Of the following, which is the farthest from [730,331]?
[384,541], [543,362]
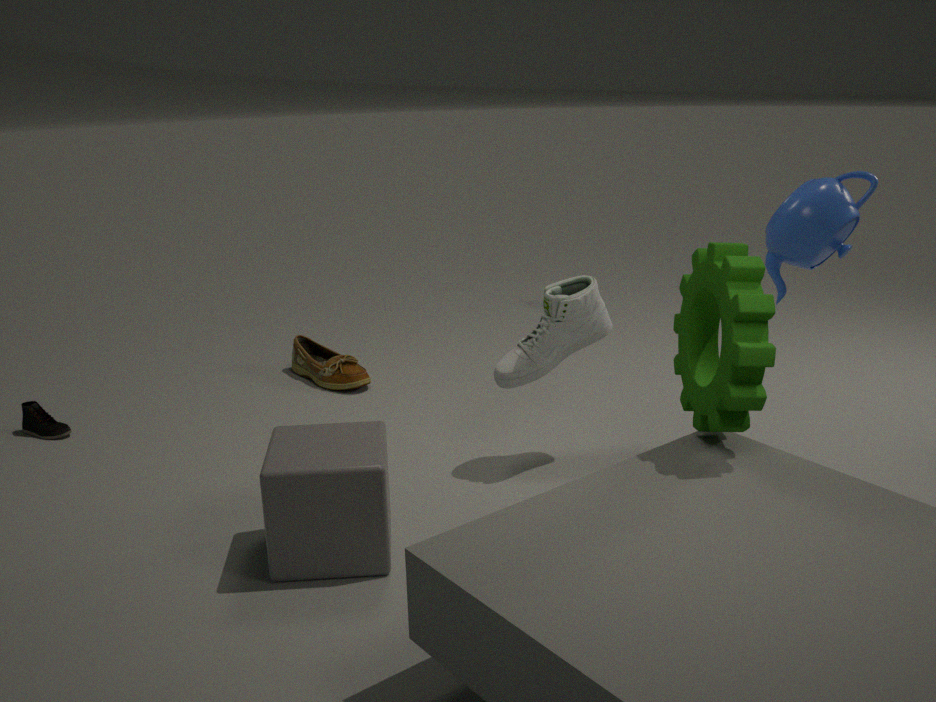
[384,541]
